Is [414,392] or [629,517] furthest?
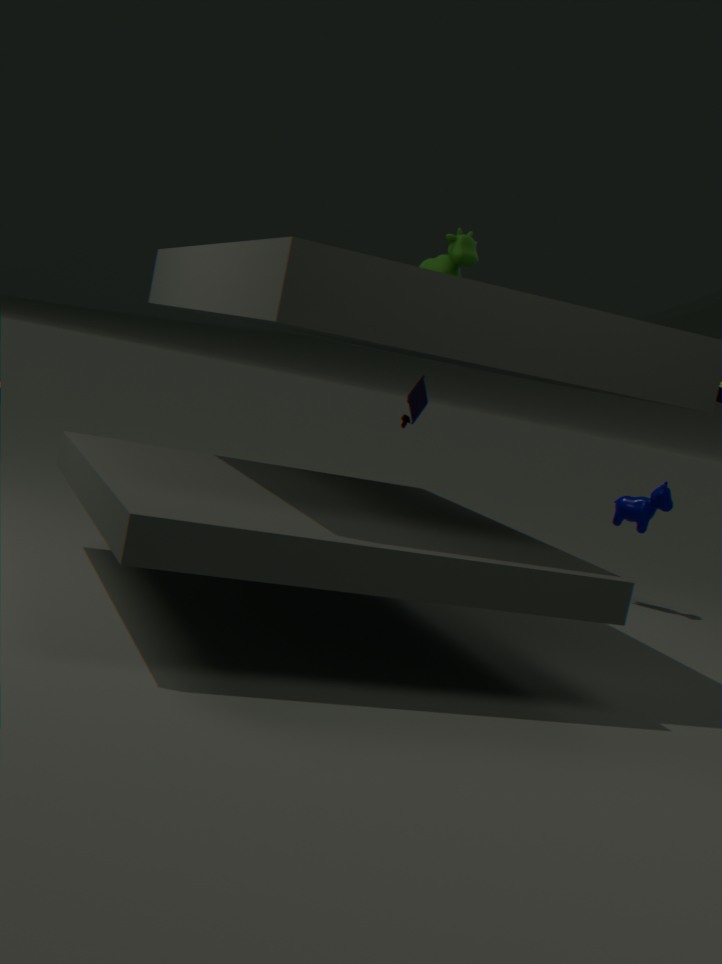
[629,517]
